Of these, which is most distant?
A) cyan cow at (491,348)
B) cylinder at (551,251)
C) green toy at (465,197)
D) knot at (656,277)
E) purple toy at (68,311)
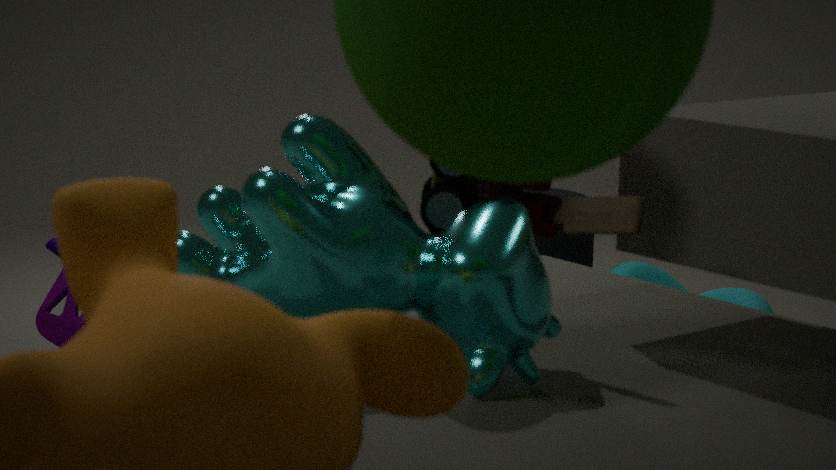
cylinder at (551,251)
